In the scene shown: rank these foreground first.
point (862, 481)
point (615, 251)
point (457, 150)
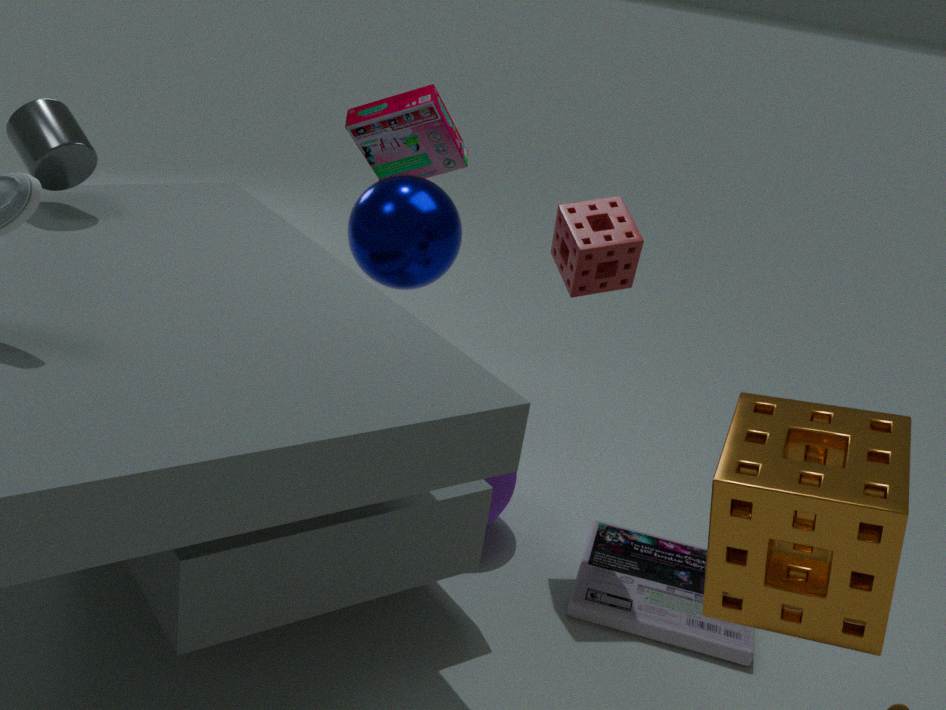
point (862, 481) → point (615, 251) → point (457, 150)
